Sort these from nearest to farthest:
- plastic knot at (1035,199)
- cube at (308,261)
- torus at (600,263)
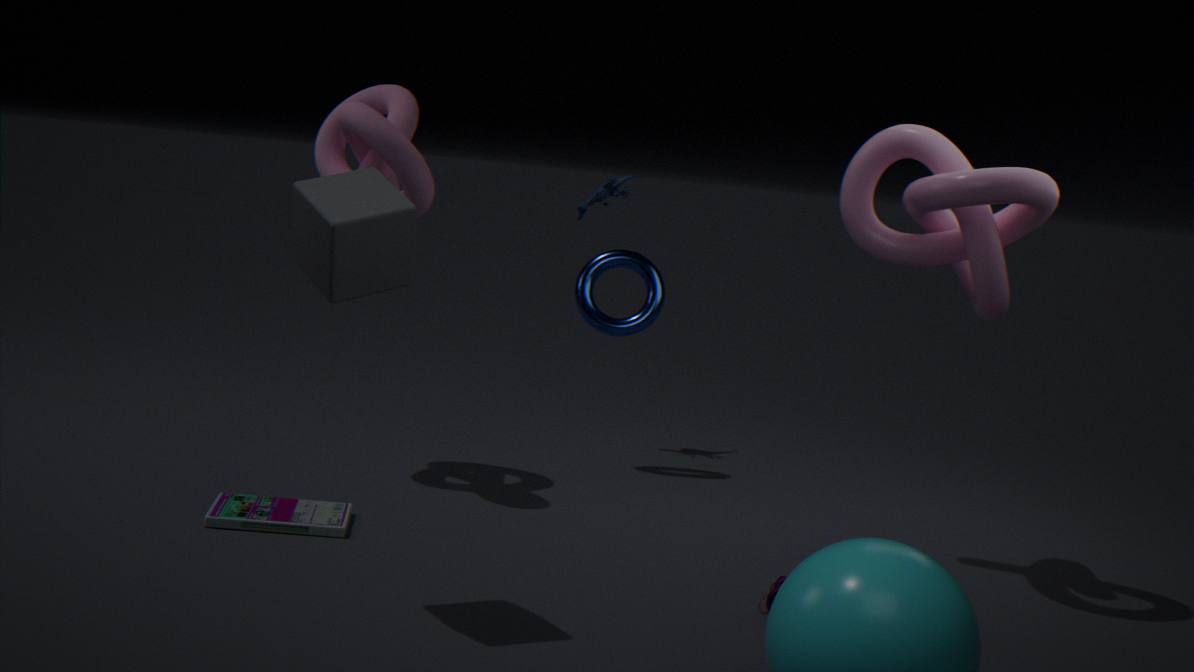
cube at (308,261) < plastic knot at (1035,199) < torus at (600,263)
